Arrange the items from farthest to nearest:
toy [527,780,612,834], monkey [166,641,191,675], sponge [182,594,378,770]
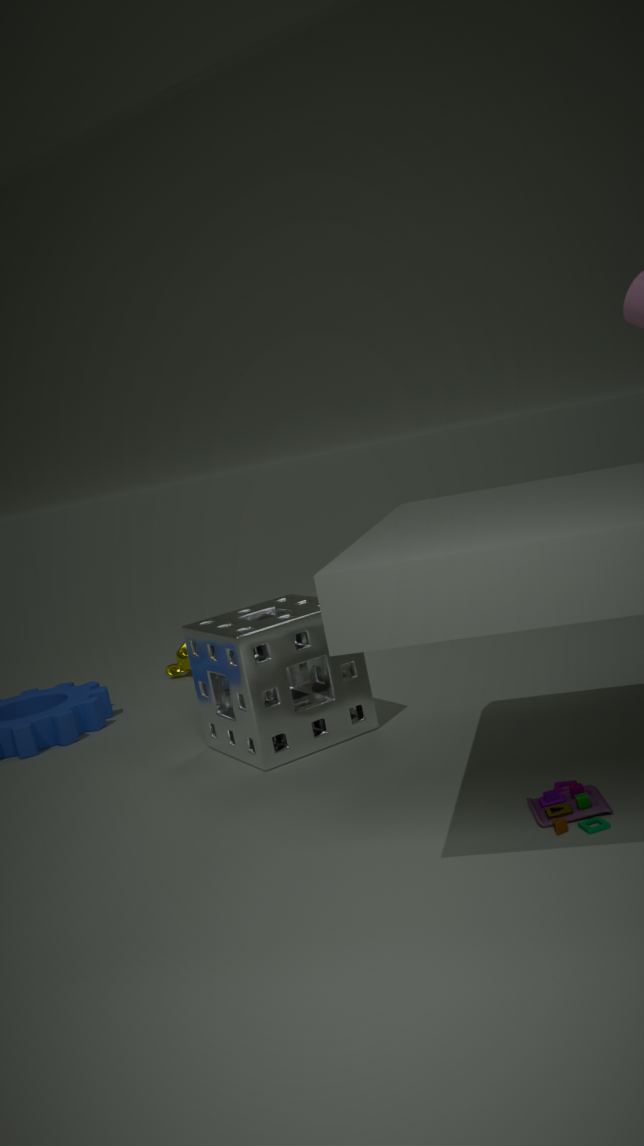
monkey [166,641,191,675] < sponge [182,594,378,770] < toy [527,780,612,834]
